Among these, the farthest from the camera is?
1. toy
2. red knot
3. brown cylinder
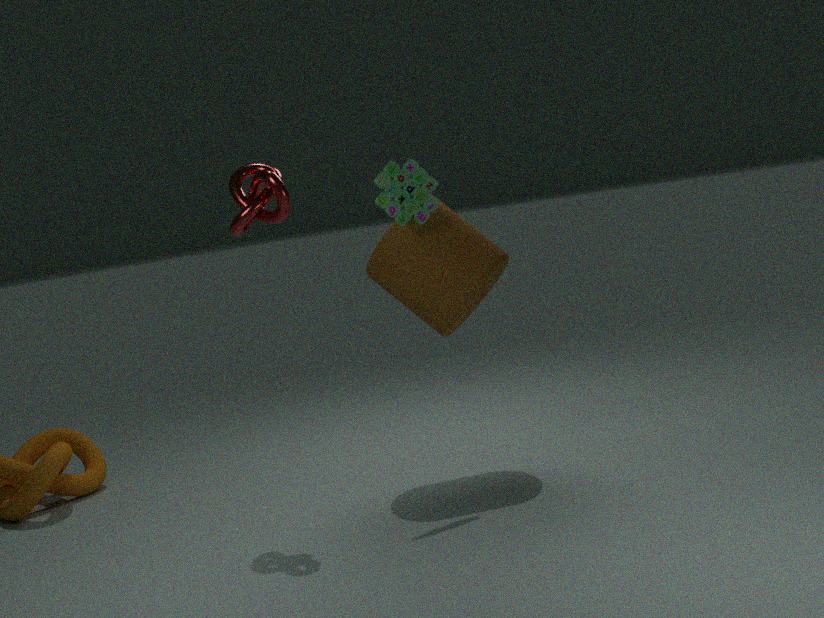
brown cylinder
